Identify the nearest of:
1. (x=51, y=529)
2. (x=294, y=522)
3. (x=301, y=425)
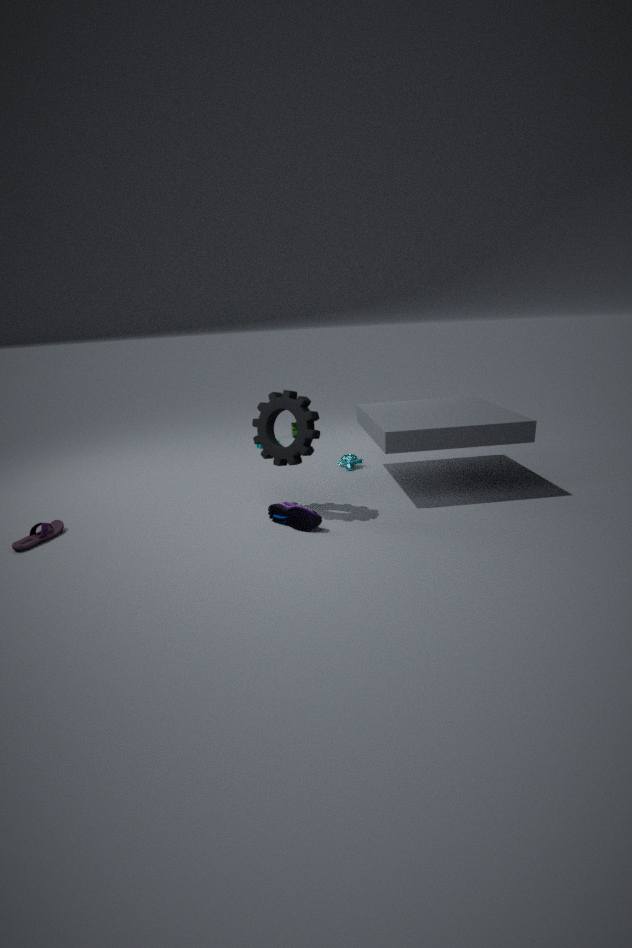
(x=301, y=425)
